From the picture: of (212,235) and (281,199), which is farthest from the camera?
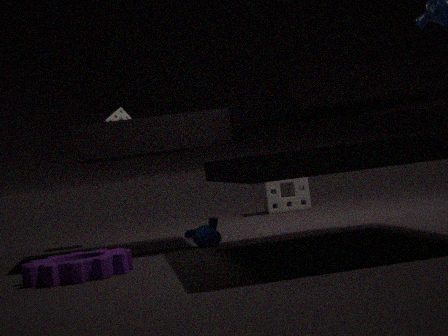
(281,199)
